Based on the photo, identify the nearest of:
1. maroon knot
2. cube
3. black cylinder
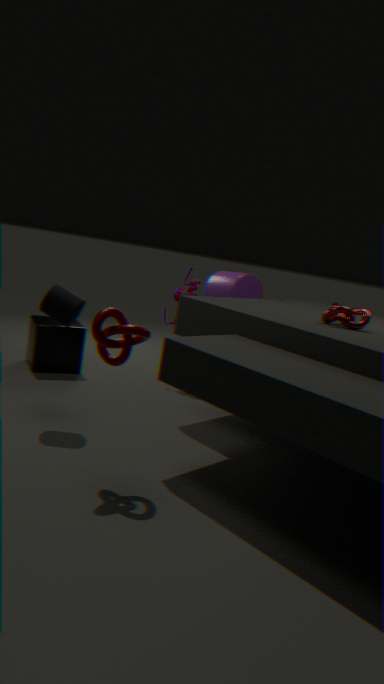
maroon knot
